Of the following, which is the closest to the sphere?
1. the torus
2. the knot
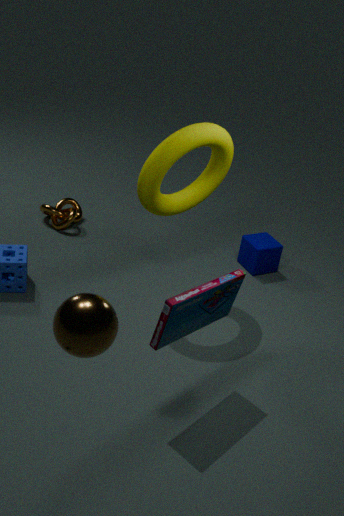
the torus
